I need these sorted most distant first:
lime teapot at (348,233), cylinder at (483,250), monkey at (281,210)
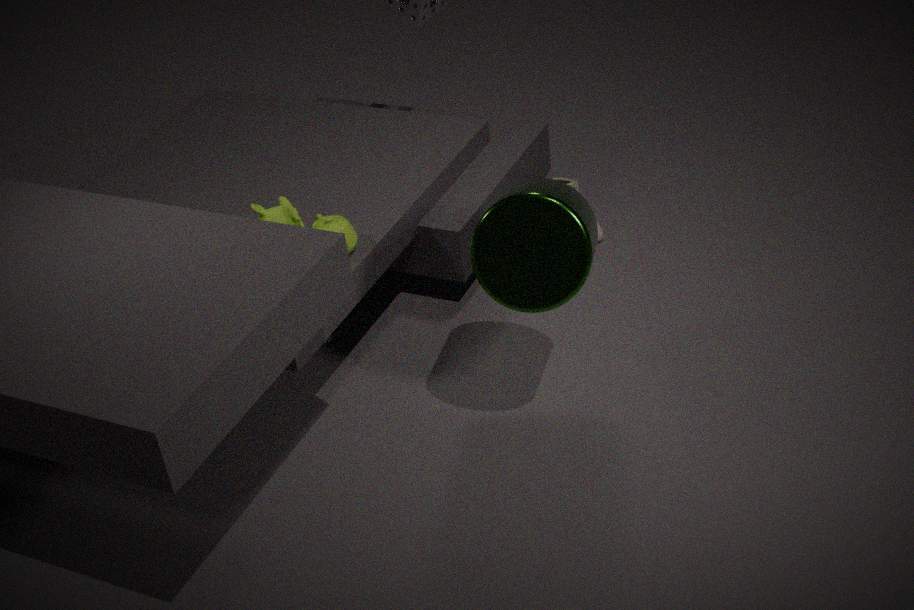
1. lime teapot at (348,233)
2. monkey at (281,210)
3. cylinder at (483,250)
